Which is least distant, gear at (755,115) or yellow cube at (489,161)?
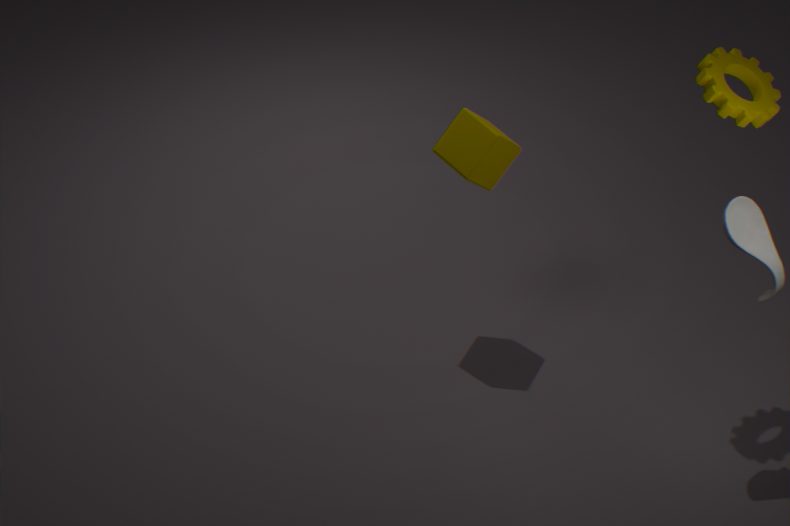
gear at (755,115)
